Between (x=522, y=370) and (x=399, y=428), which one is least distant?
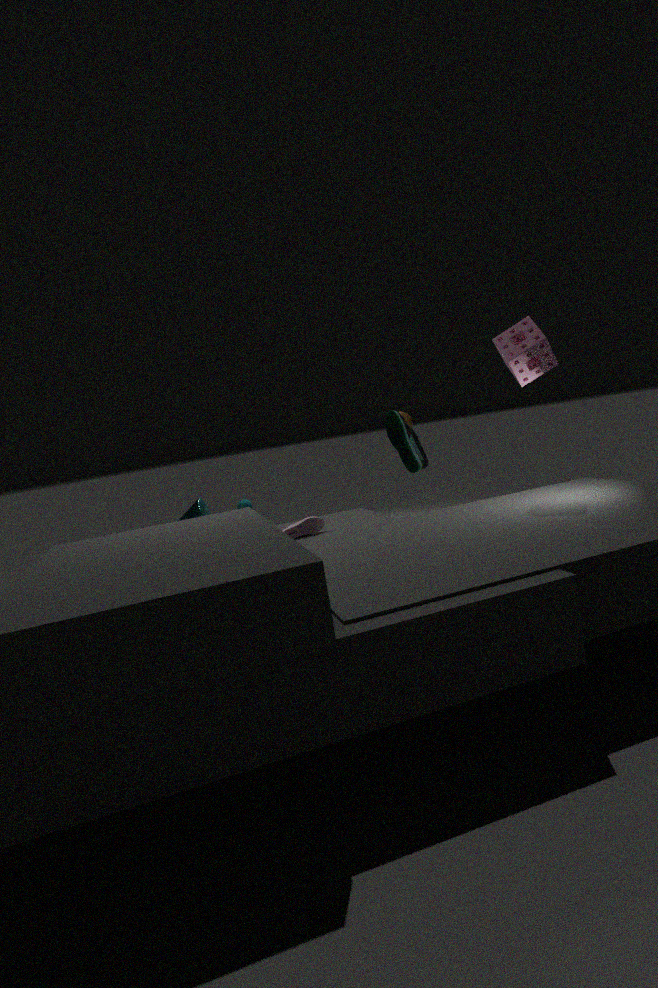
(x=522, y=370)
